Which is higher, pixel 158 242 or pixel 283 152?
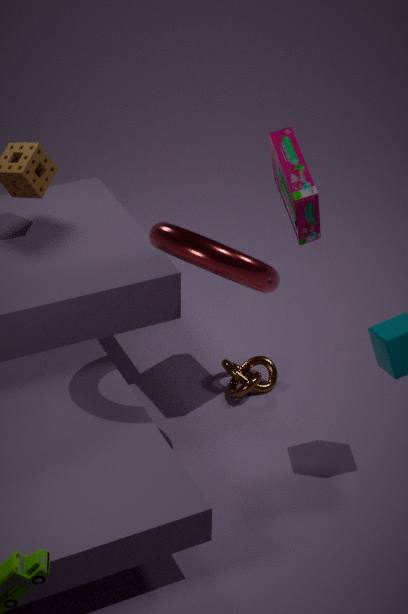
pixel 283 152
